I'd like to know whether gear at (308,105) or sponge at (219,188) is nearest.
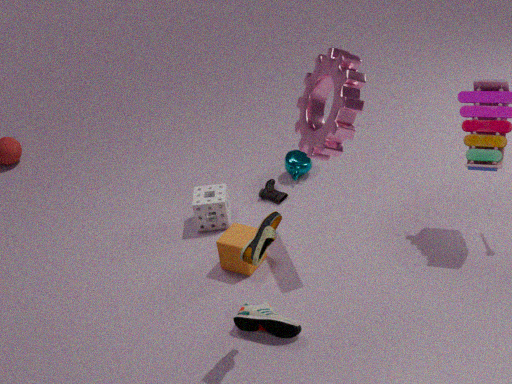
gear at (308,105)
